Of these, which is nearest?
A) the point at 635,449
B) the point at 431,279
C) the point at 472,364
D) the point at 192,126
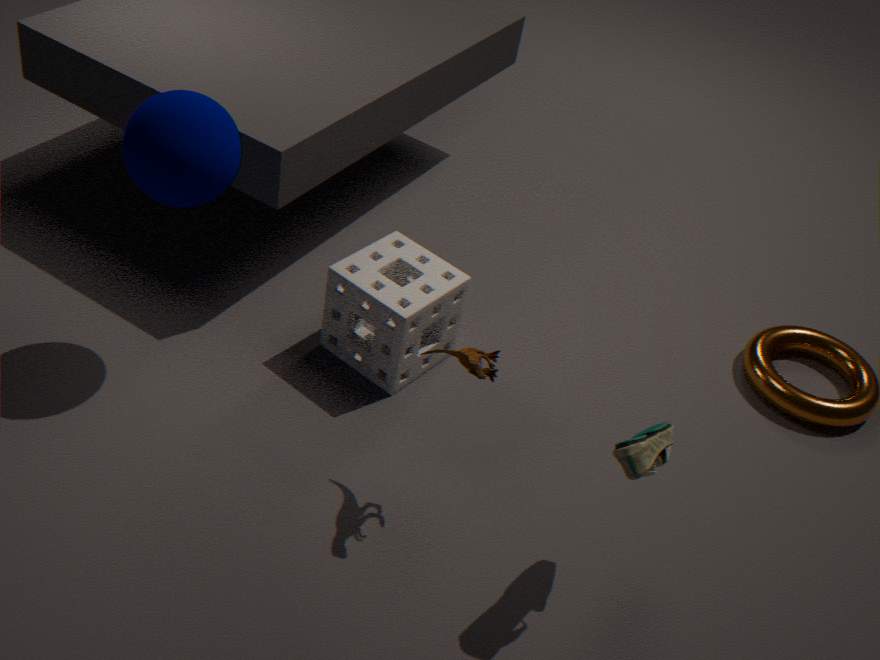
the point at 635,449
